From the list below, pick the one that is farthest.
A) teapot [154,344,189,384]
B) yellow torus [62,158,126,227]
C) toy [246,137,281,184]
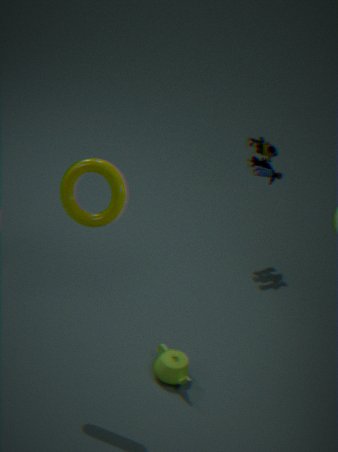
toy [246,137,281,184]
